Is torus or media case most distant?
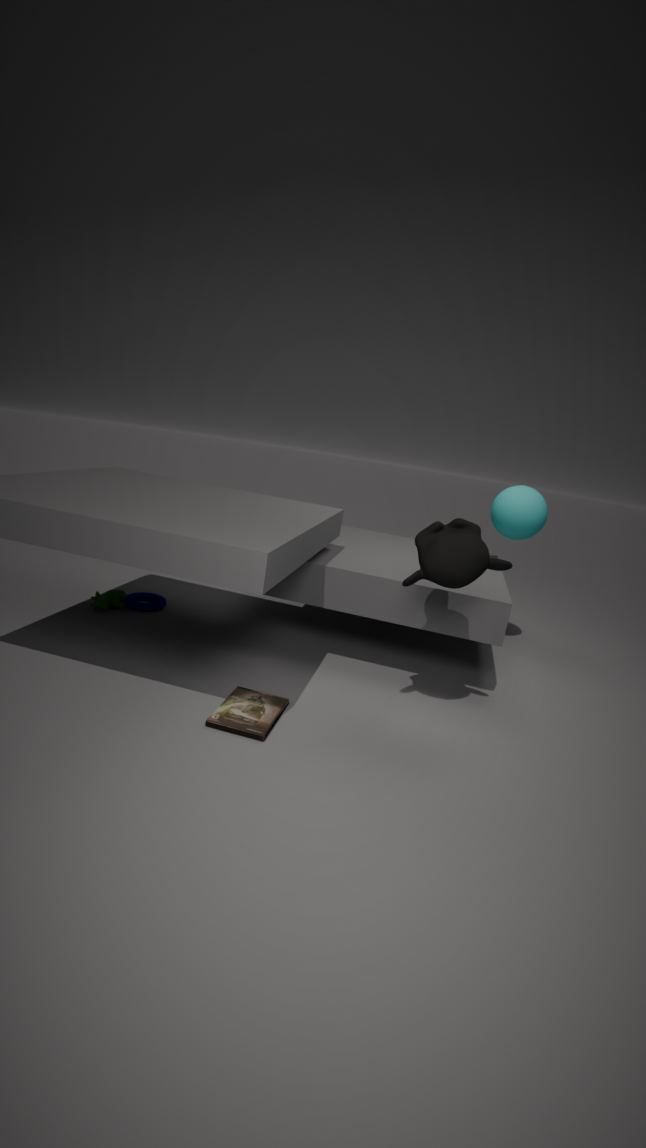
torus
